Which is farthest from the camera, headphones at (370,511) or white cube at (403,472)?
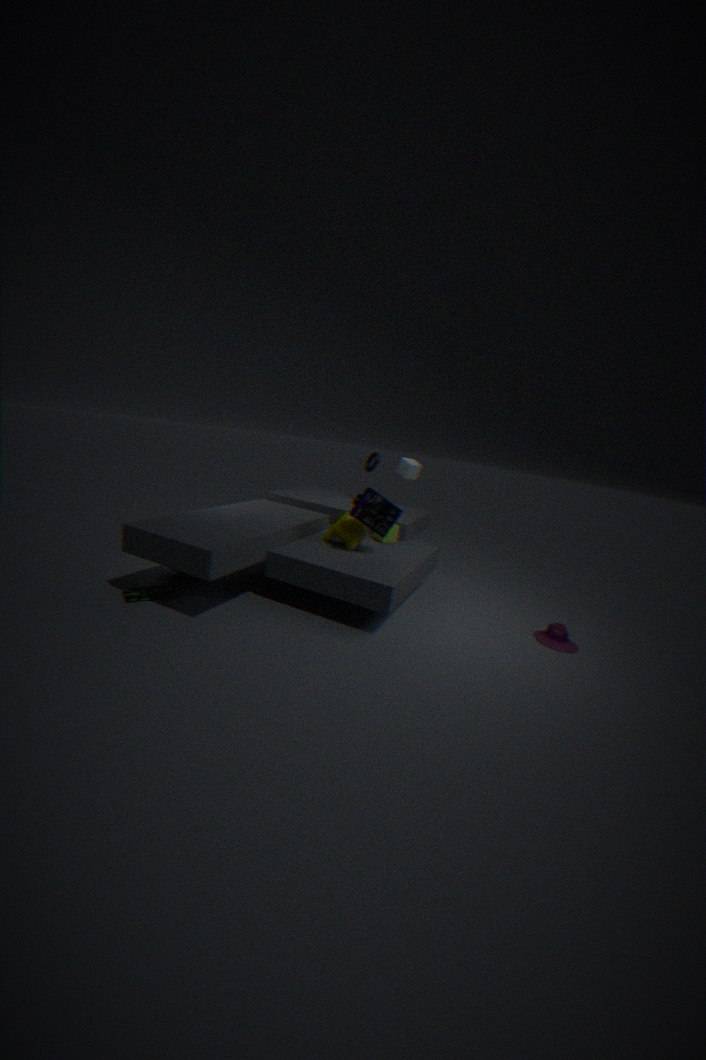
white cube at (403,472)
